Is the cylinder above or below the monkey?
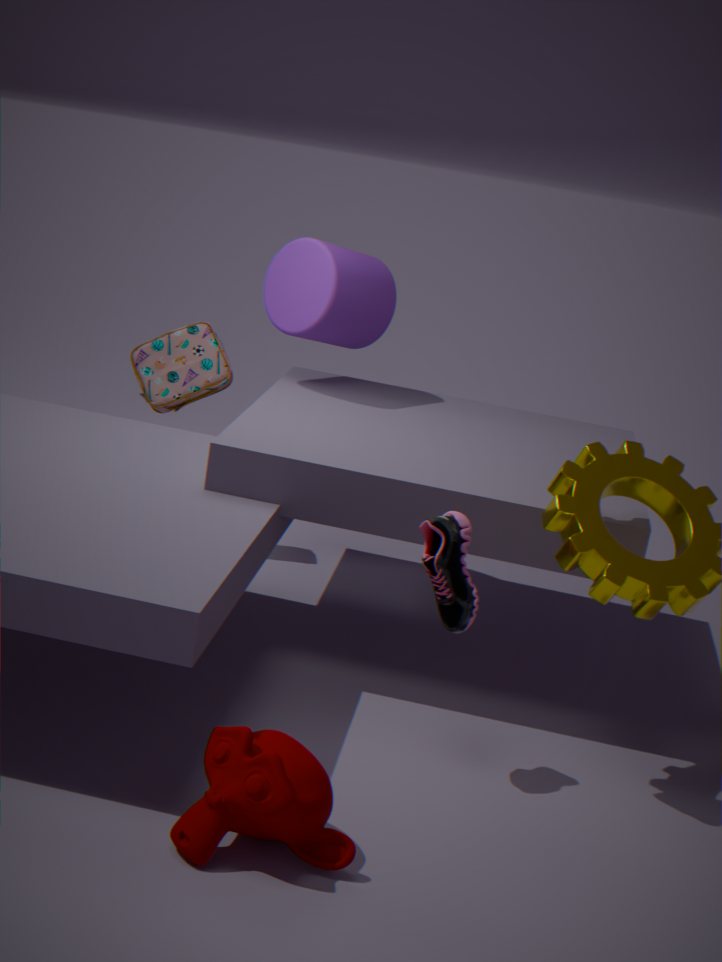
above
